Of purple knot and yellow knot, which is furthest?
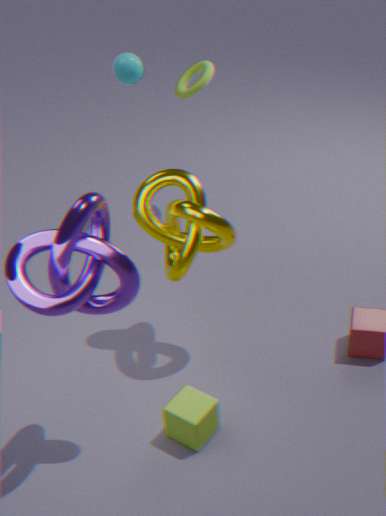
yellow knot
